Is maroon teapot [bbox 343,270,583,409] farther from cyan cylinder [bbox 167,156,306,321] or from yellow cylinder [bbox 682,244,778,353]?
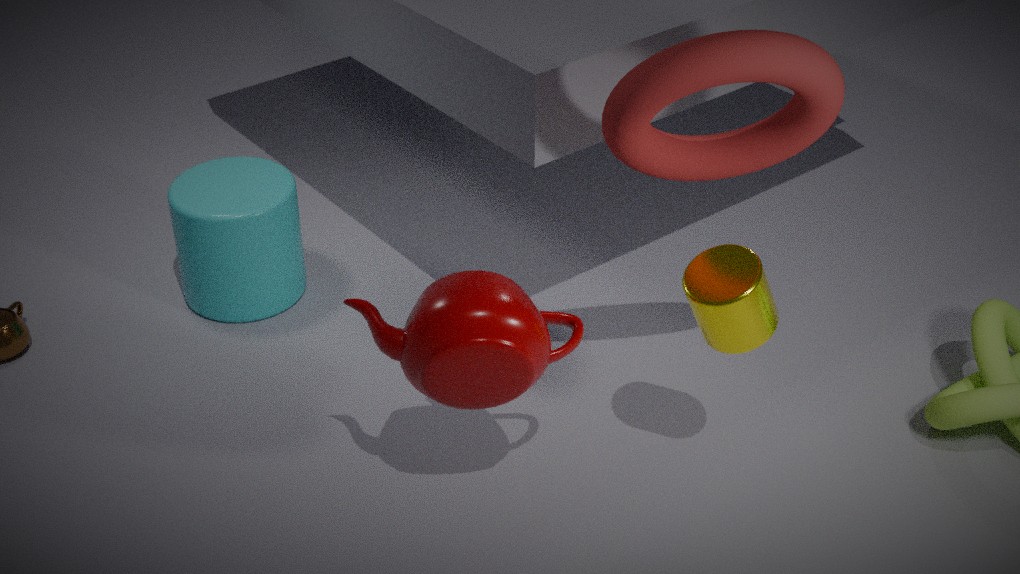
cyan cylinder [bbox 167,156,306,321]
